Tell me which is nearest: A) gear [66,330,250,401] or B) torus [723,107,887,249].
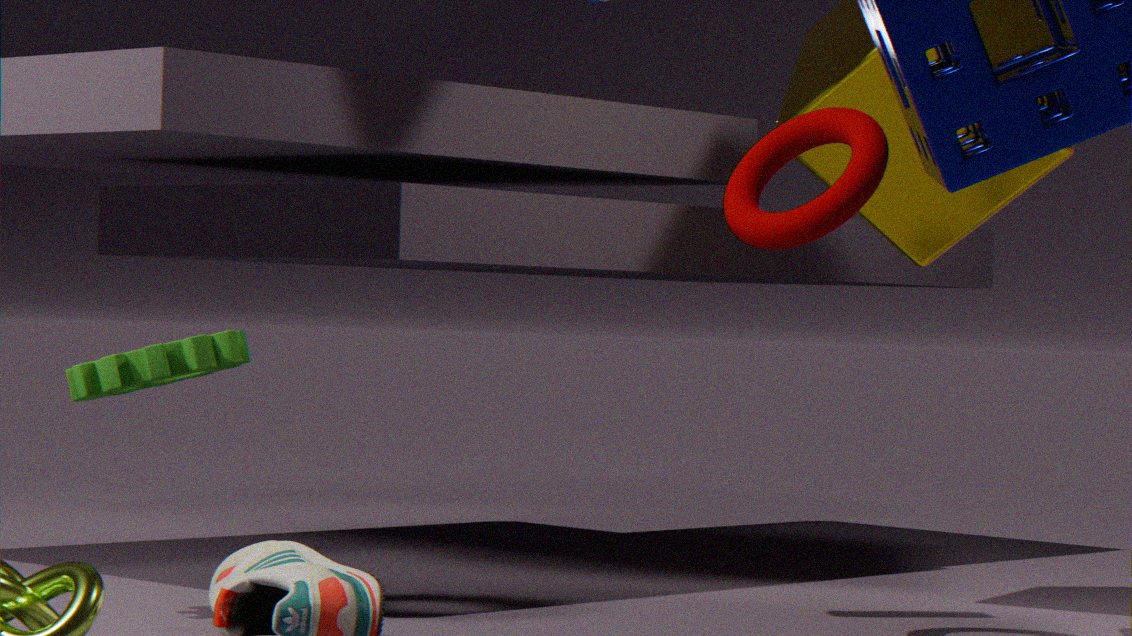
B. torus [723,107,887,249]
